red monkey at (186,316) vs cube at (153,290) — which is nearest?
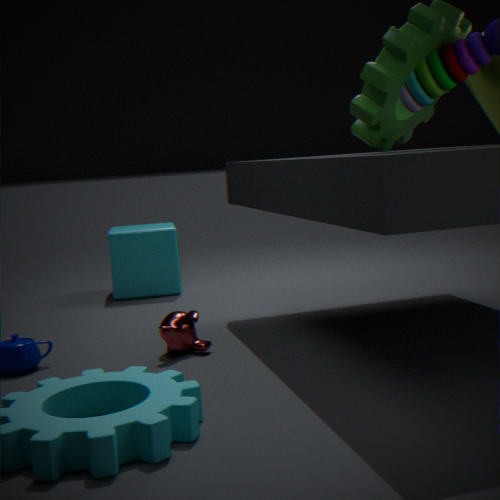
red monkey at (186,316)
